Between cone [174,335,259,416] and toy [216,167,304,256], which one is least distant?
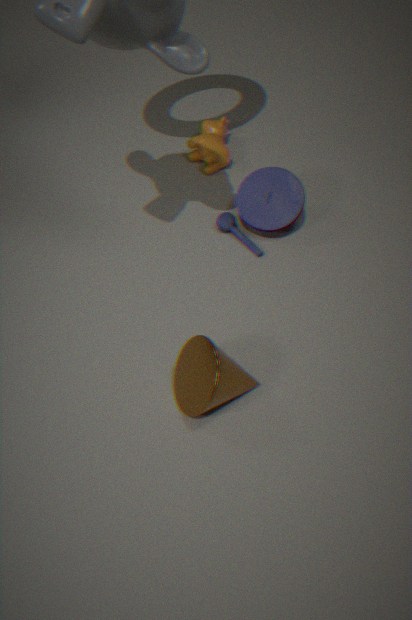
cone [174,335,259,416]
